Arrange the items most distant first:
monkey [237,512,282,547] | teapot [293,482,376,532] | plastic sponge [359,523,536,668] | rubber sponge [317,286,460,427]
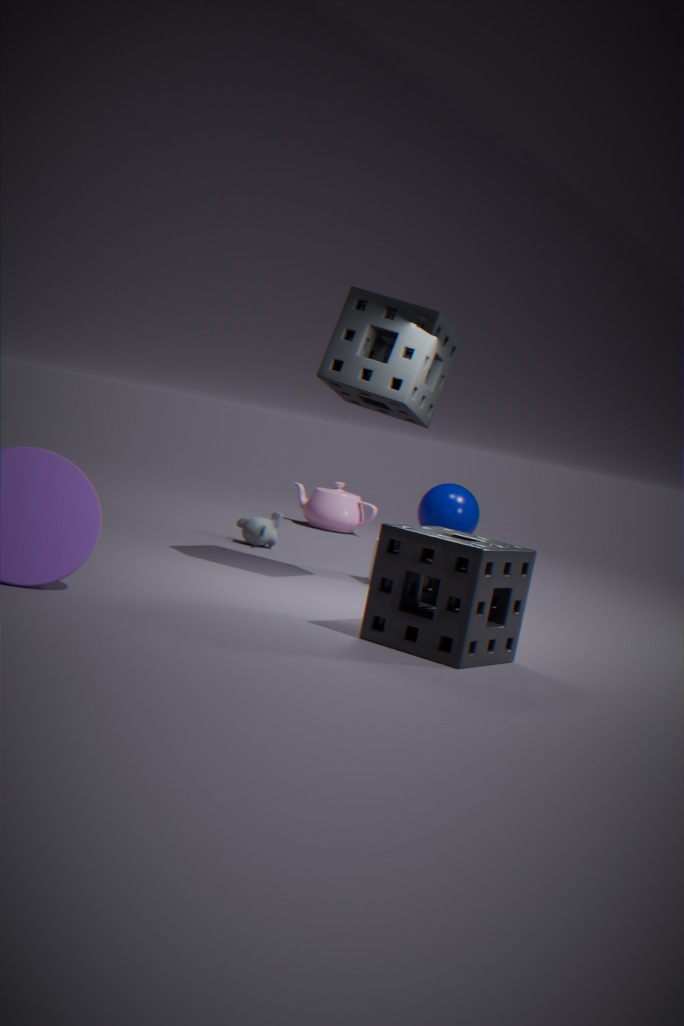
teapot [293,482,376,532]
monkey [237,512,282,547]
rubber sponge [317,286,460,427]
plastic sponge [359,523,536,668]
